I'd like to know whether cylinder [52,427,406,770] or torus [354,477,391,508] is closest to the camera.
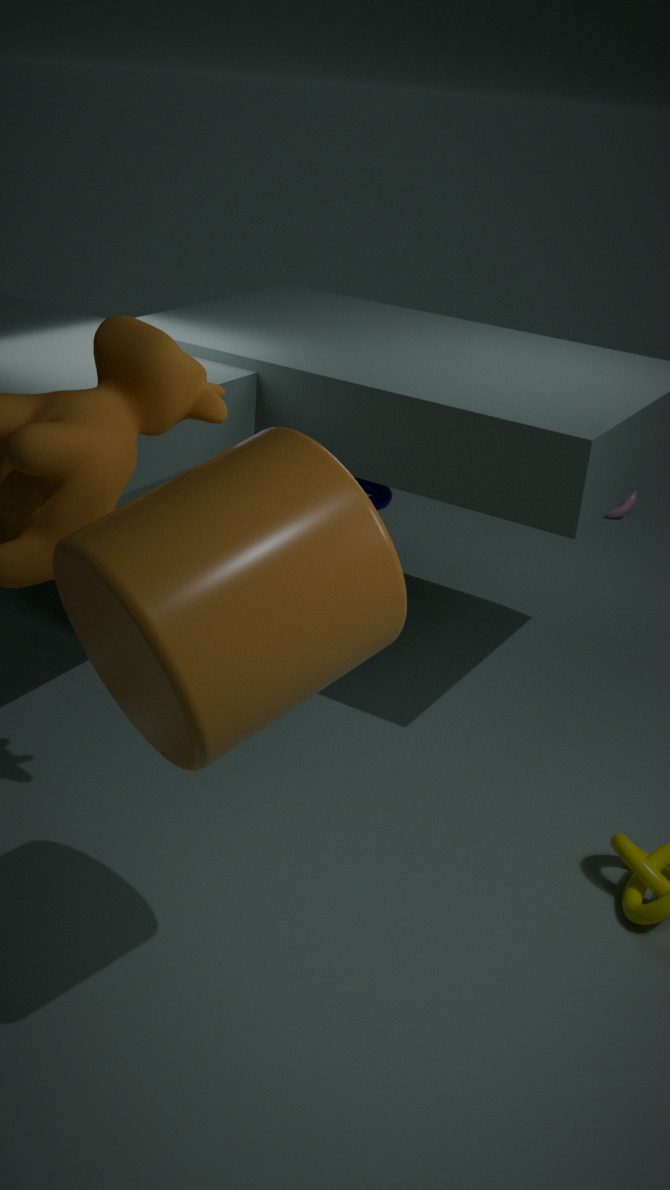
cylinder [52,427,406,770]
